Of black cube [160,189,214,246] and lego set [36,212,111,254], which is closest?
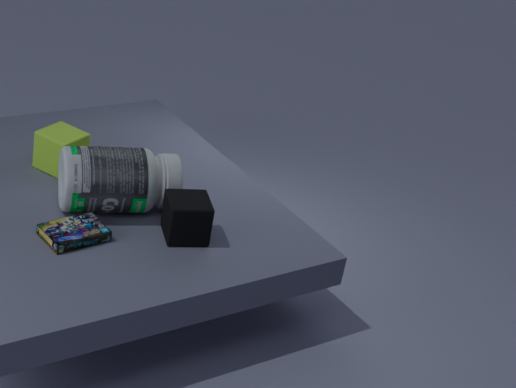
lego set [36,212,111,254]
